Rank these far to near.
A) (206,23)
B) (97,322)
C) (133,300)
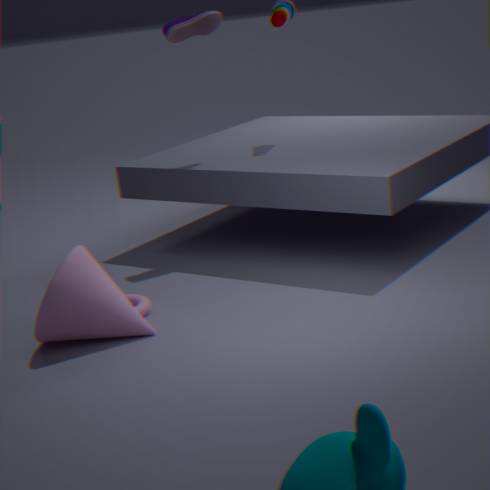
(206,23) < (133,300) < (97,322)
